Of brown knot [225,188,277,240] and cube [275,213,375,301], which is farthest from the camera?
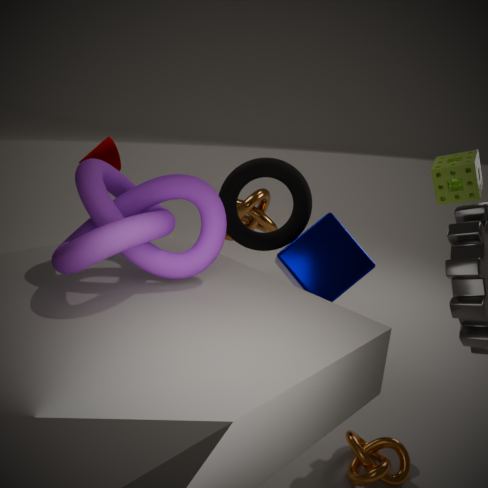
brown knot [225,188,277,240]
